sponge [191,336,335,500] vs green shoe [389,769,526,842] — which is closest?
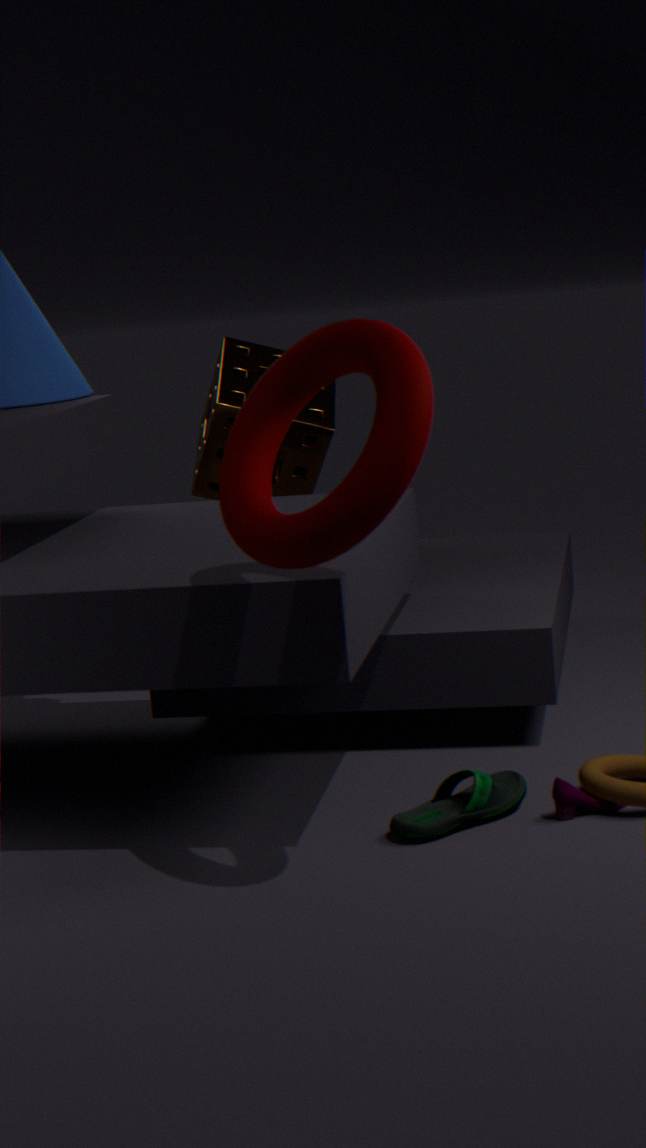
green shoe [389,769,526,842]
